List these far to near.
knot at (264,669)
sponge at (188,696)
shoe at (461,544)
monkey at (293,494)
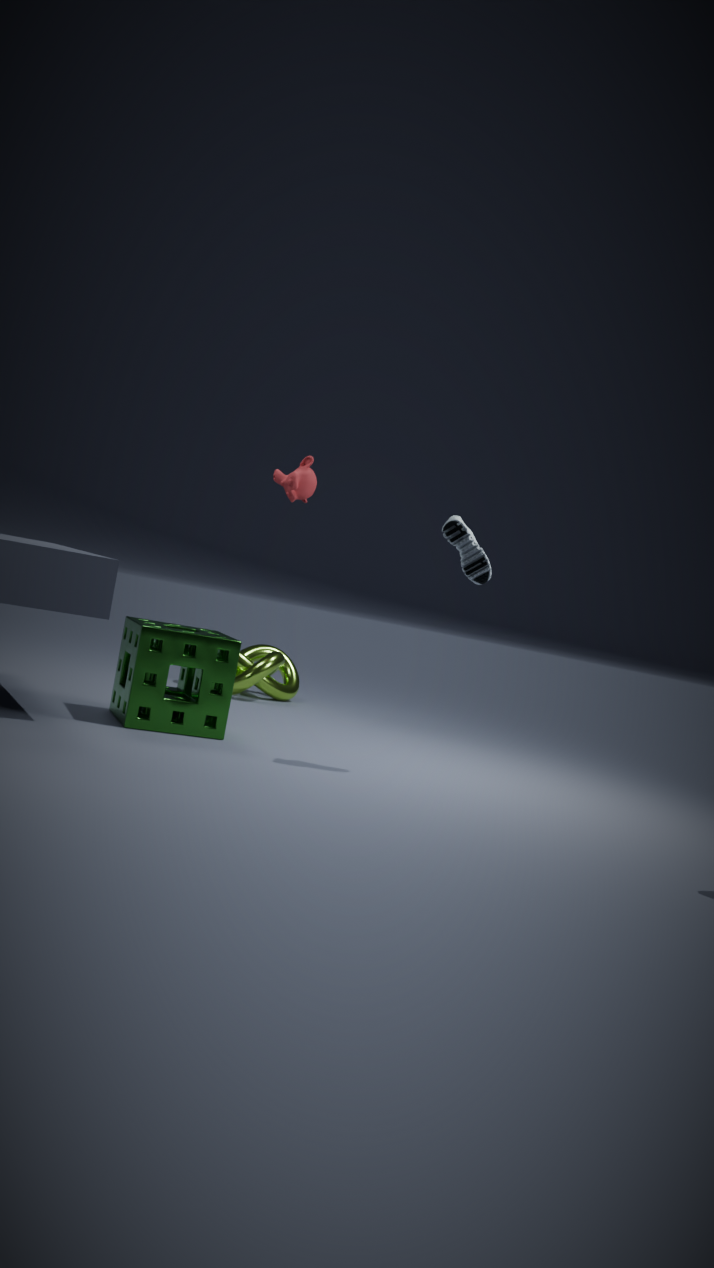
knot at (264,669)
monkey at (293,494)
sponge at (188,696)
shoe at (461,544)
